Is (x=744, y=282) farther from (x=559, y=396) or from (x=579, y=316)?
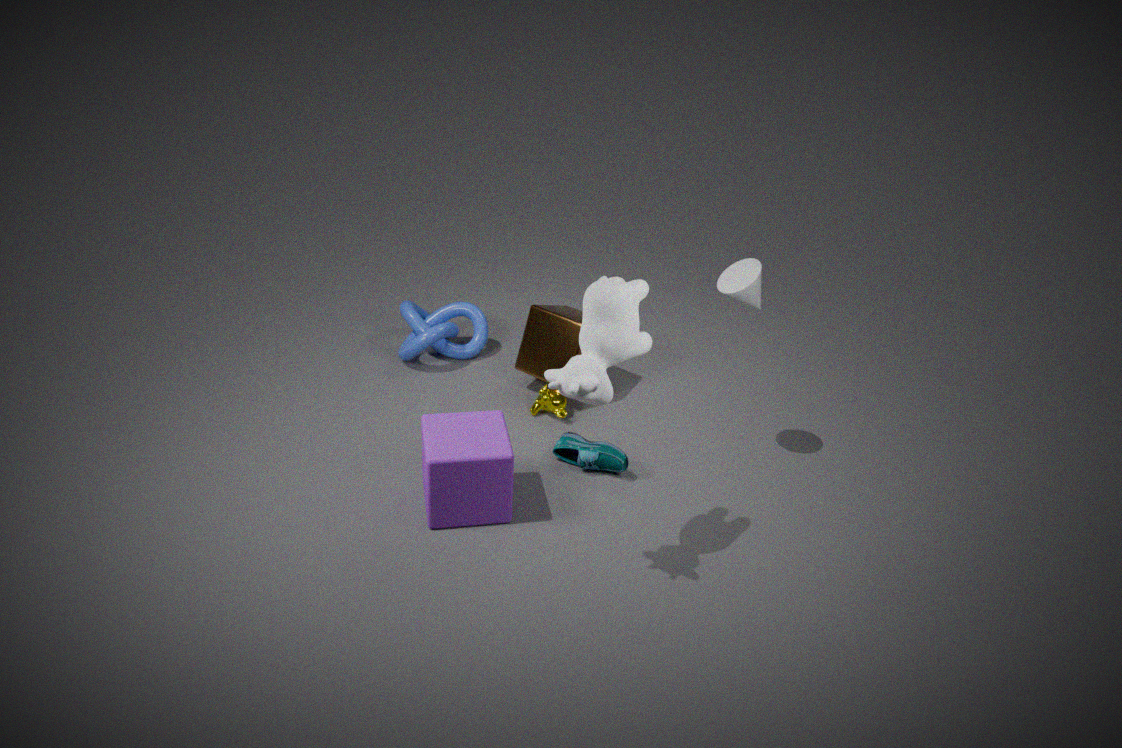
(x=559, y=396)
